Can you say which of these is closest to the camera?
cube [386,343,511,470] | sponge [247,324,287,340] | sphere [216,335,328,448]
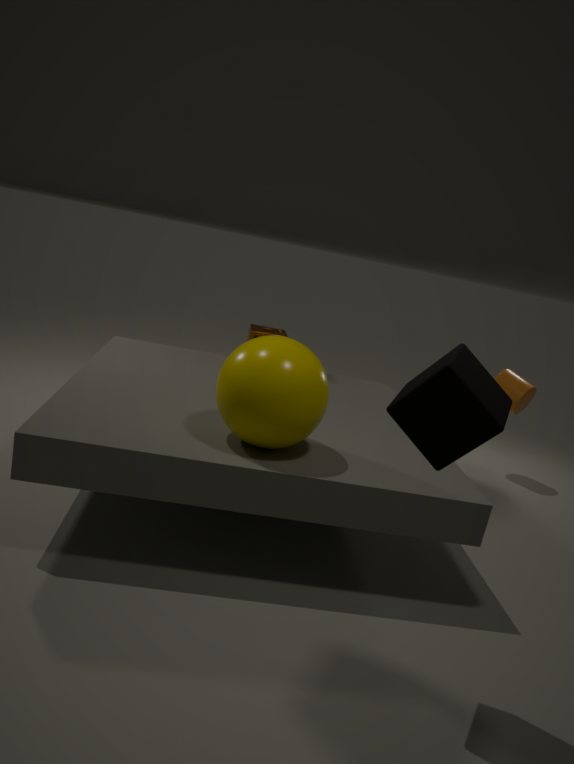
cube [386,343,511,470]
